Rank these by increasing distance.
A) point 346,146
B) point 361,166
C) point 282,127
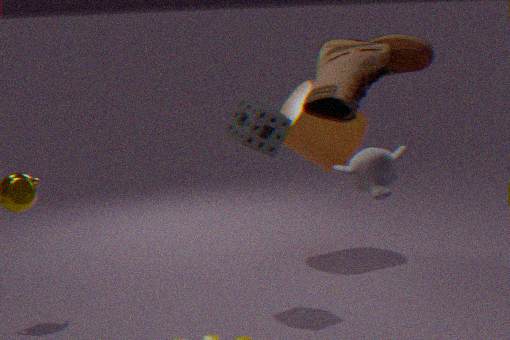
point 361,166, point 282,127, point 346,146
